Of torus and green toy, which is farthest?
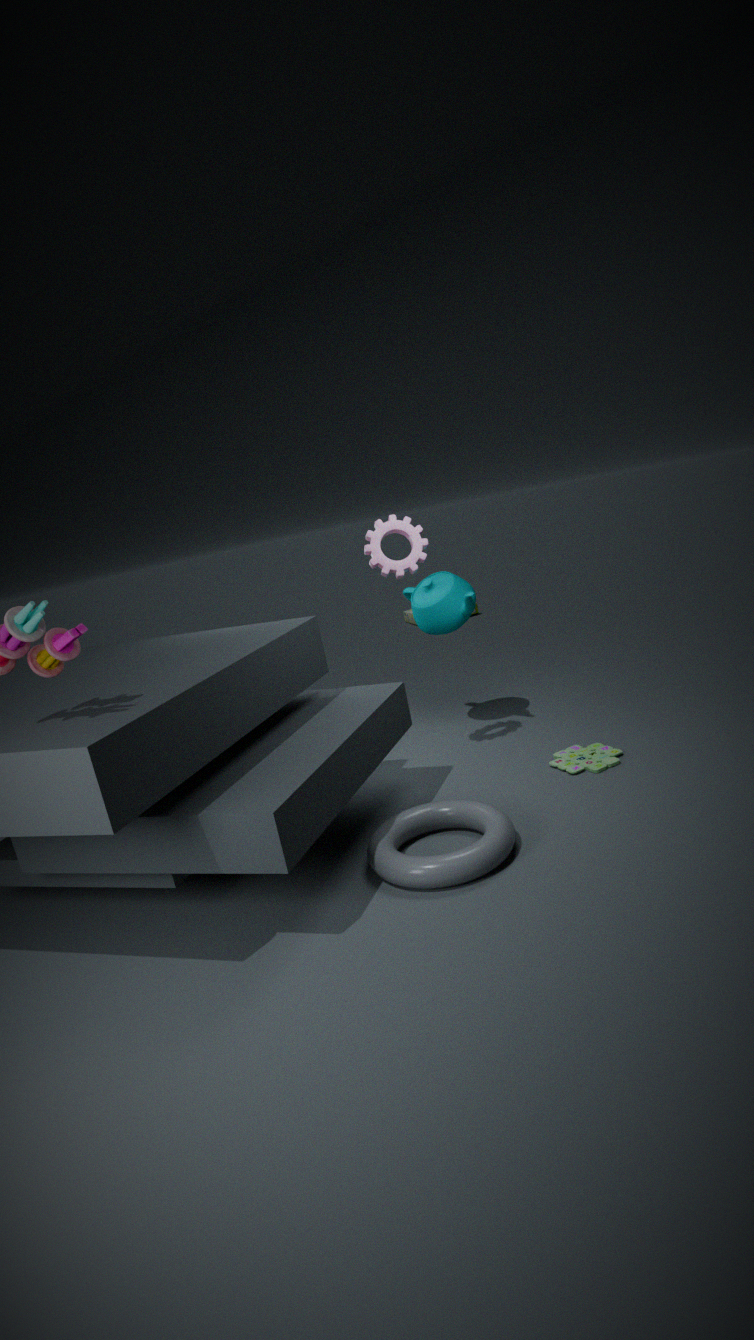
green toy
